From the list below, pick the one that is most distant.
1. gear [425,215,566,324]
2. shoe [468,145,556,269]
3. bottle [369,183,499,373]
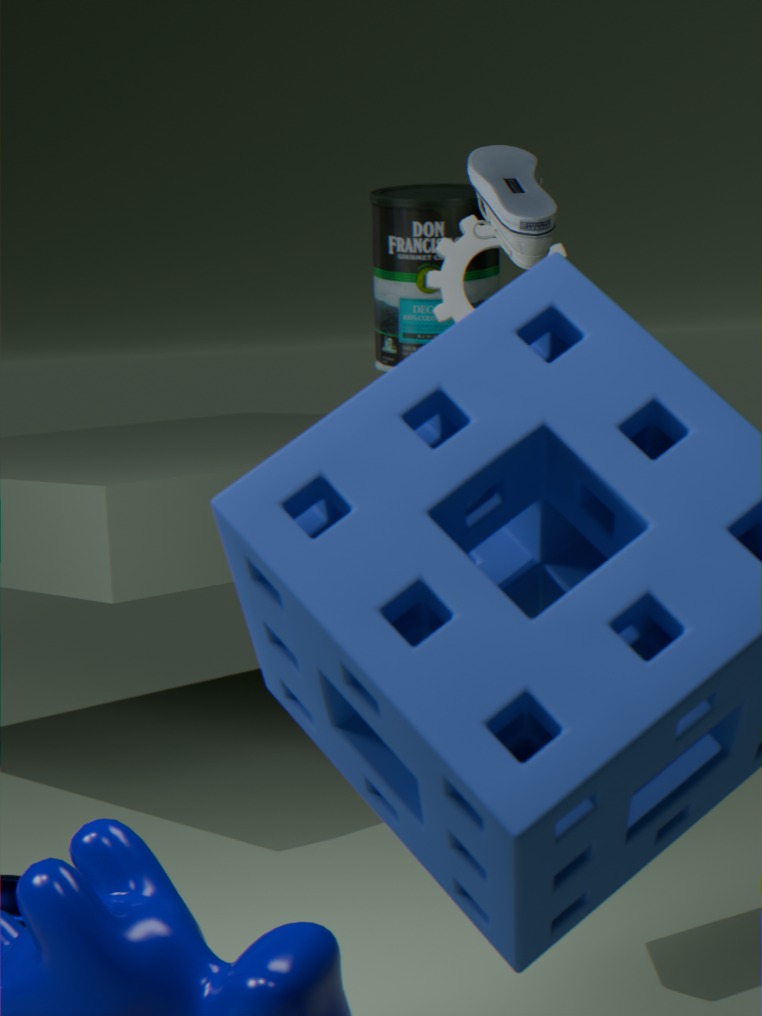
bottle [369,183,499,373]
